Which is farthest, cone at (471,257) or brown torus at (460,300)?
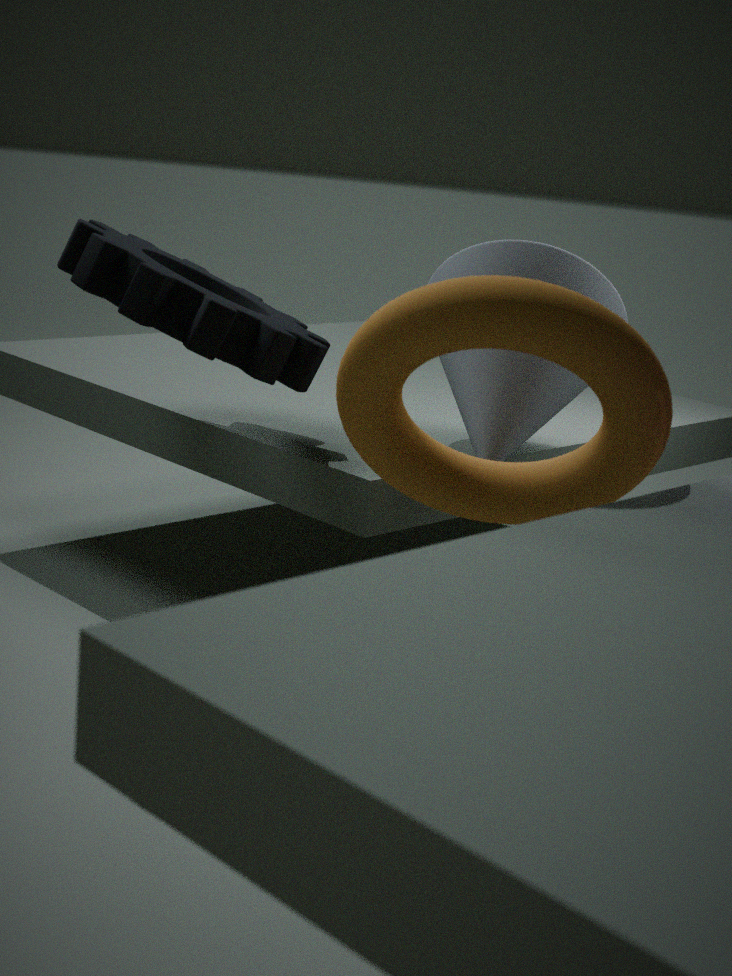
cone at (471,257)
